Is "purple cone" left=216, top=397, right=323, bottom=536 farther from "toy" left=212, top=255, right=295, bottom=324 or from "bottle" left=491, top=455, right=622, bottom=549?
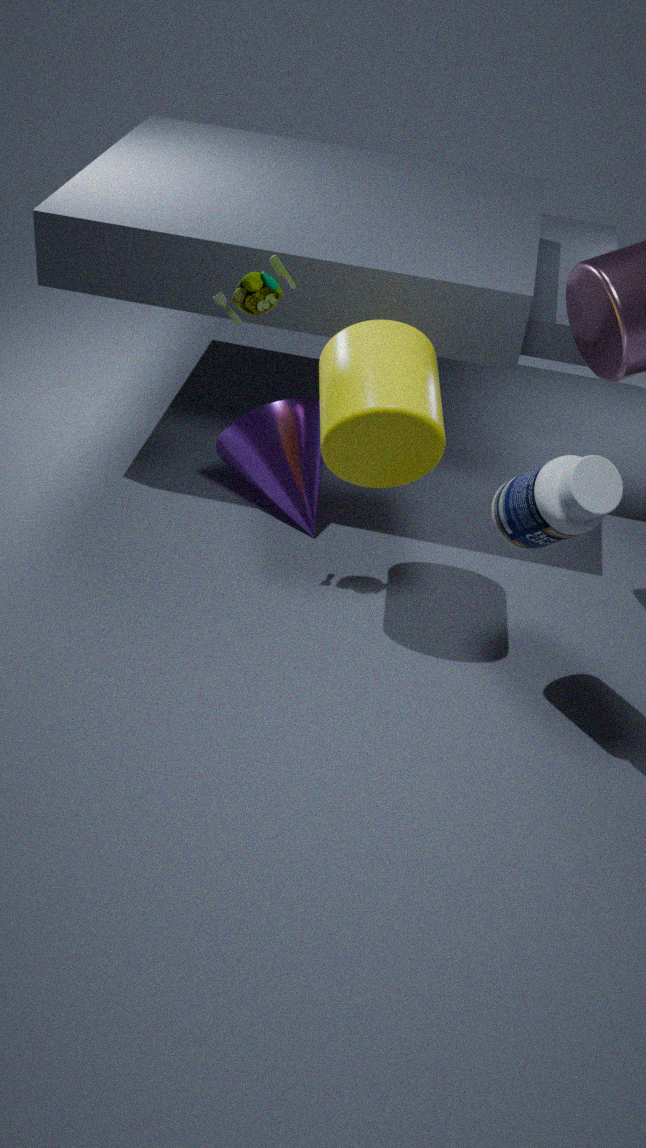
"bottle" left=491, top=455, right=622, bottom=549
